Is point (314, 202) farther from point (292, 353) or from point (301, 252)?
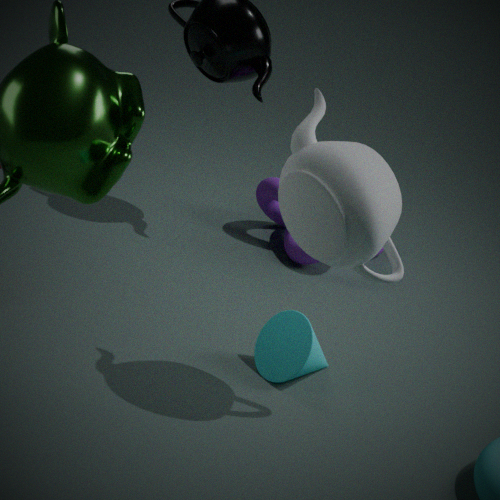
point (301, 252)
